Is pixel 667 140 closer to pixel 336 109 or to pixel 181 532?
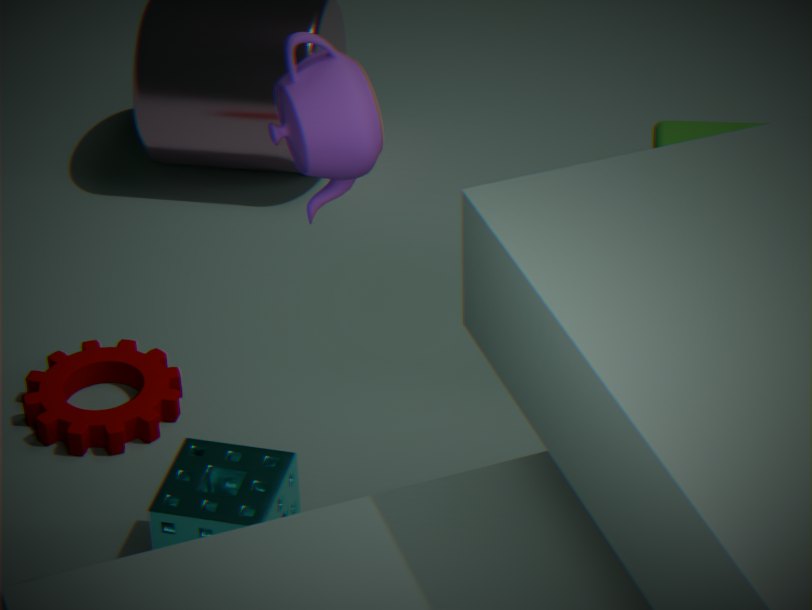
pixel 181 532
